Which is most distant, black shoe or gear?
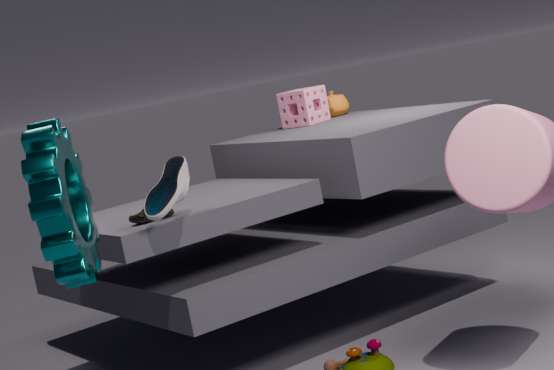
black shoe
